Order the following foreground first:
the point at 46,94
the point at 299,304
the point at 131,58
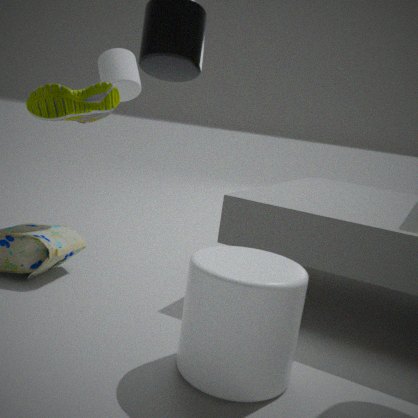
the point at 299,304 → the point at 46,94 → the point at 131,58
